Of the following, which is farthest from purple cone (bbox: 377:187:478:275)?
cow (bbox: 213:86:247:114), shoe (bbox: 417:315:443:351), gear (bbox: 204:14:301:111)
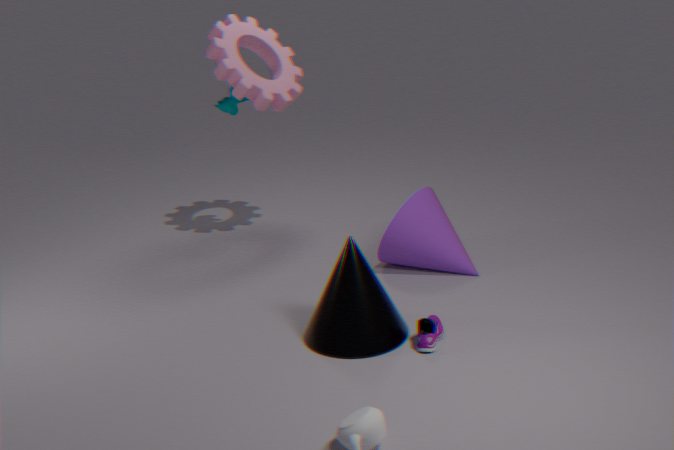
cow (bbox: 213:86:247:114)
